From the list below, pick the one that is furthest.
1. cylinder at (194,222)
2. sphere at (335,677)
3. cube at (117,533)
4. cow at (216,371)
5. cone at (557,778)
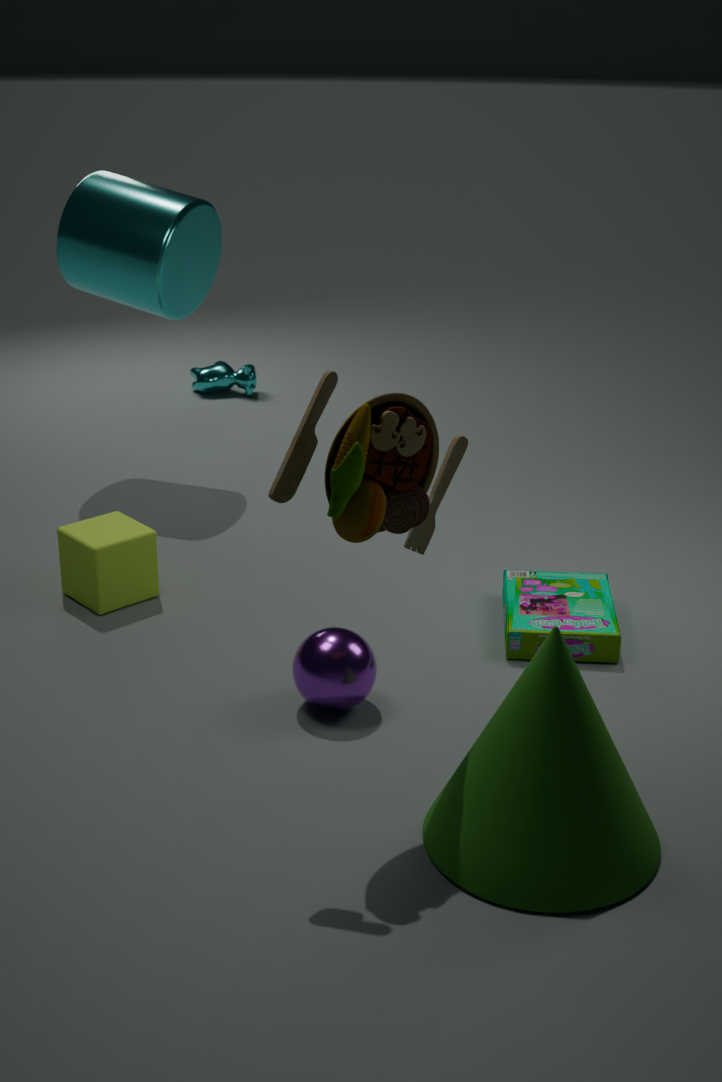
cow at (216,371)
